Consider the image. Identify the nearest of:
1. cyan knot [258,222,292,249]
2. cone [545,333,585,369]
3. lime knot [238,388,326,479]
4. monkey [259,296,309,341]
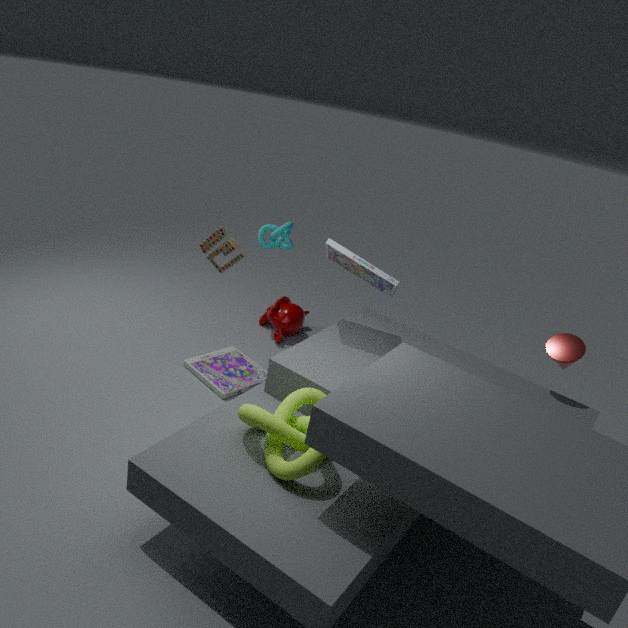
lime knot [238,388,326,479]
